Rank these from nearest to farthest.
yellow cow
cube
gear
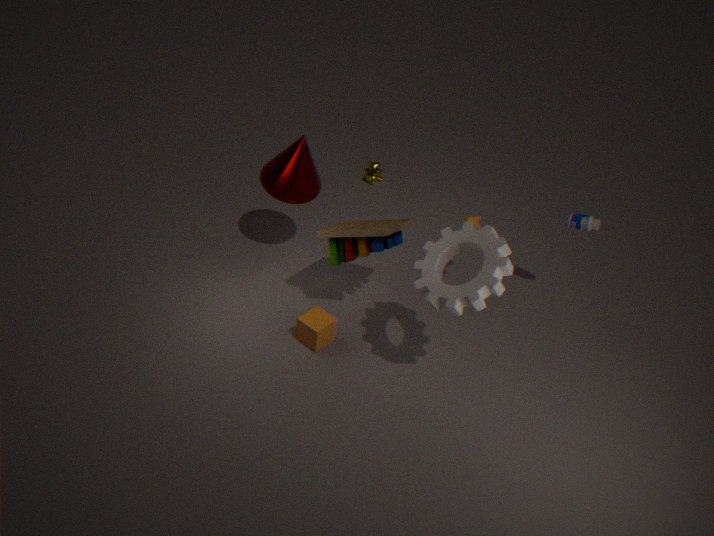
gear < cube < yellow cow
